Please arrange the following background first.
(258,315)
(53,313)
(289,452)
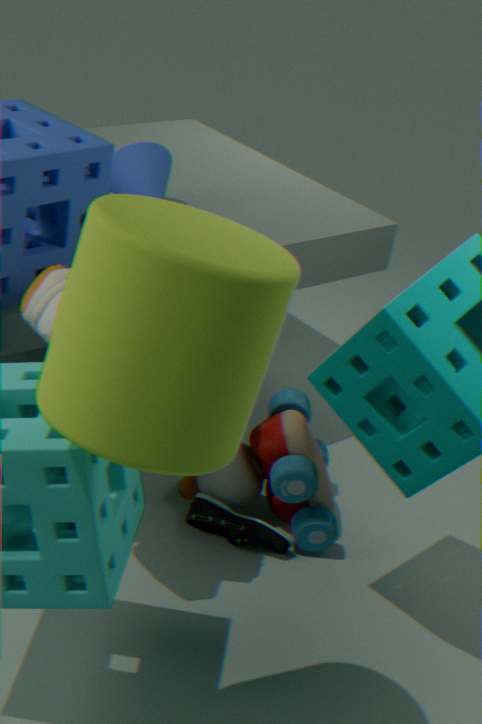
(289,452) < (53,313) < (258,315)
